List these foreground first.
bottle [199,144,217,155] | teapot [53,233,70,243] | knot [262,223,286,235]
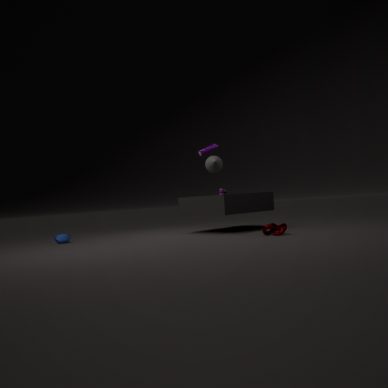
knot [262,223,286,235] < teapot [53,233,70,243] < bottle [199,144,217,155]
